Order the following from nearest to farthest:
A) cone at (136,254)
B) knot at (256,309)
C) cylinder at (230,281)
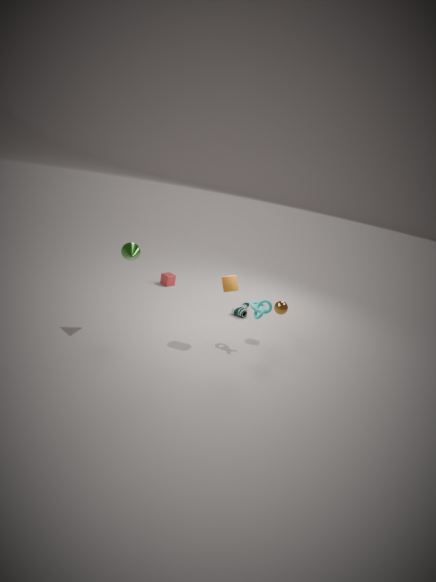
A. cone at (136,254)
C. cylinder at (230,281)
B. knot at (256,309)
